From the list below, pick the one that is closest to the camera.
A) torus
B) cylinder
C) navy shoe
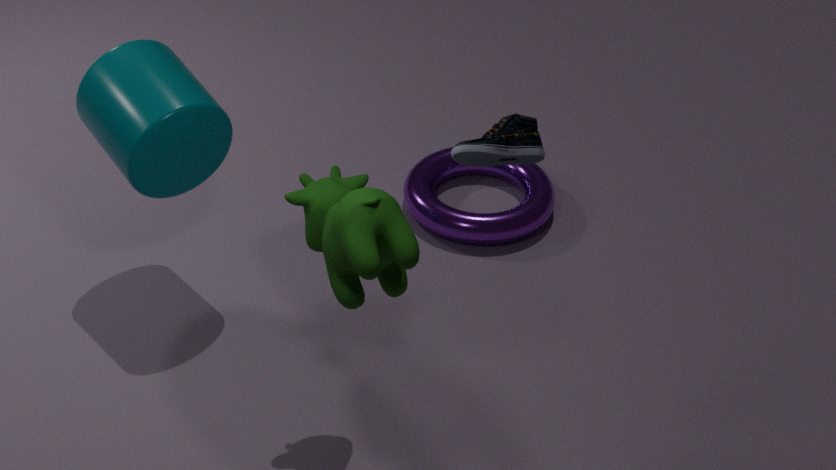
navy shoe
